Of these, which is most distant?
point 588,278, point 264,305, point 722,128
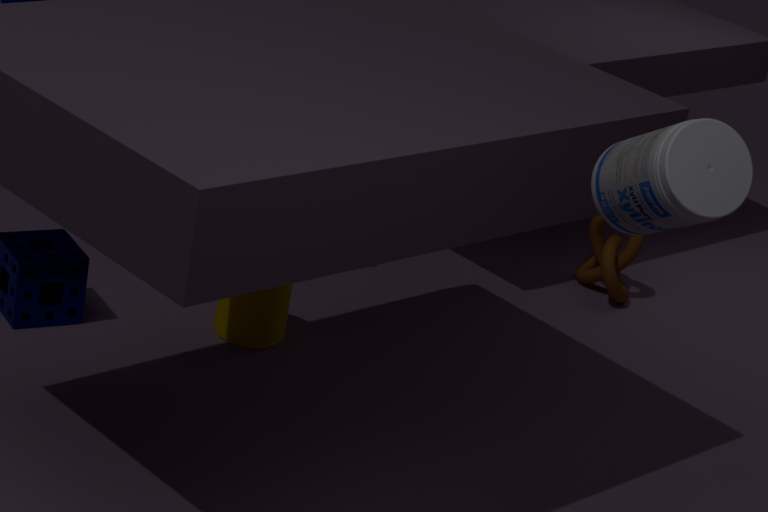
point 588,278
